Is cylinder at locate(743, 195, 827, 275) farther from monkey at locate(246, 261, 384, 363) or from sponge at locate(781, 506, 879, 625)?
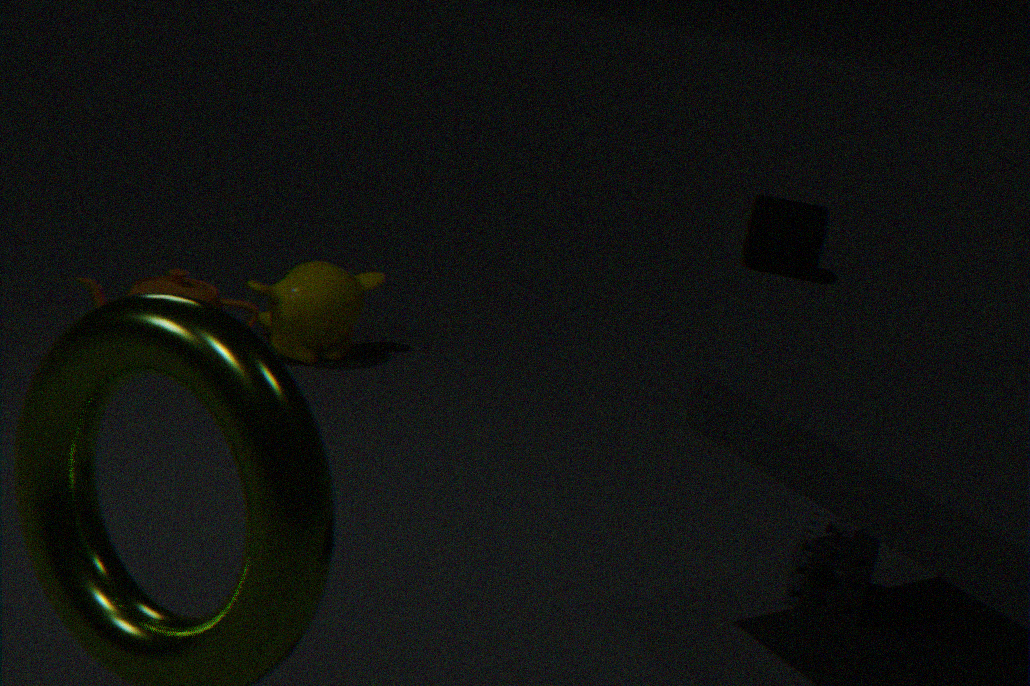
sponge at locate(781, 506, 879, 625)
